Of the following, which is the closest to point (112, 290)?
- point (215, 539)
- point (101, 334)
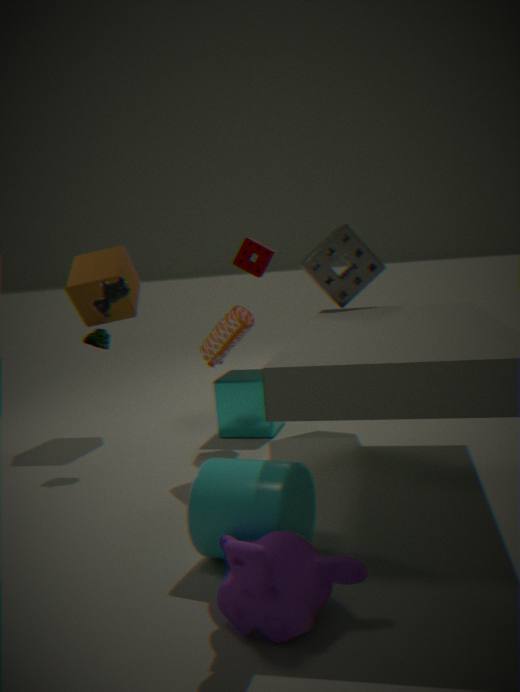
point (101, 334)
